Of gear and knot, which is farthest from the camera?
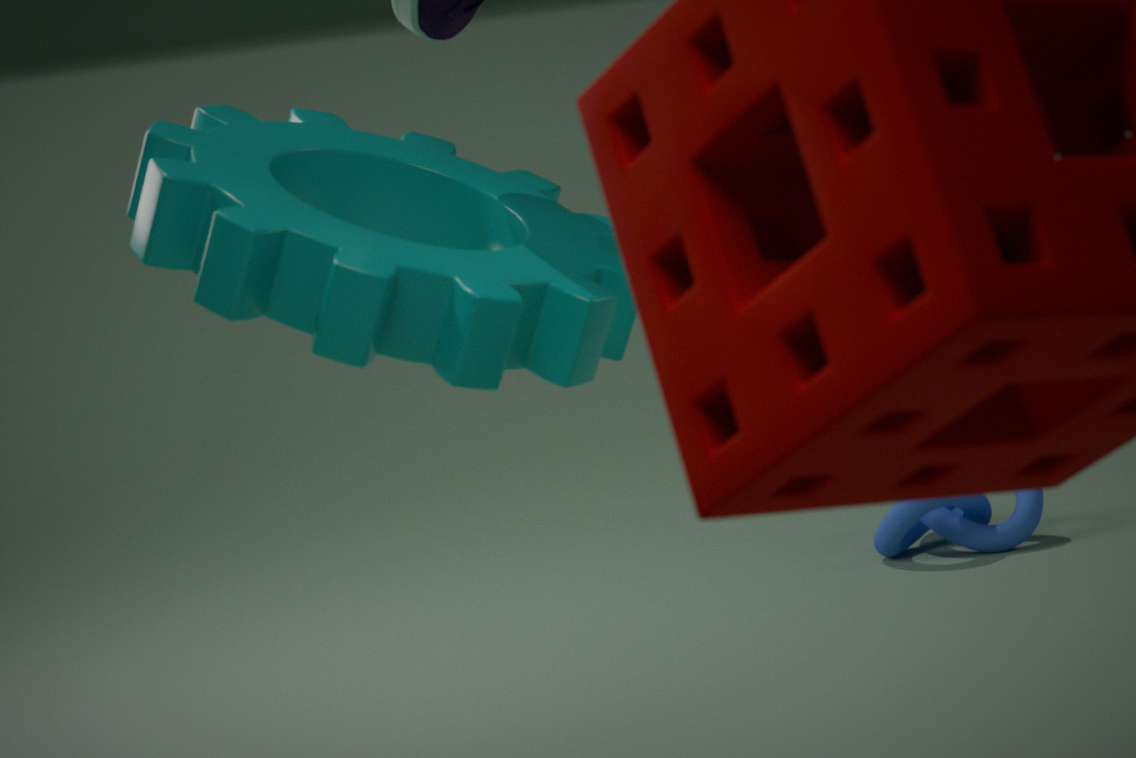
knot
